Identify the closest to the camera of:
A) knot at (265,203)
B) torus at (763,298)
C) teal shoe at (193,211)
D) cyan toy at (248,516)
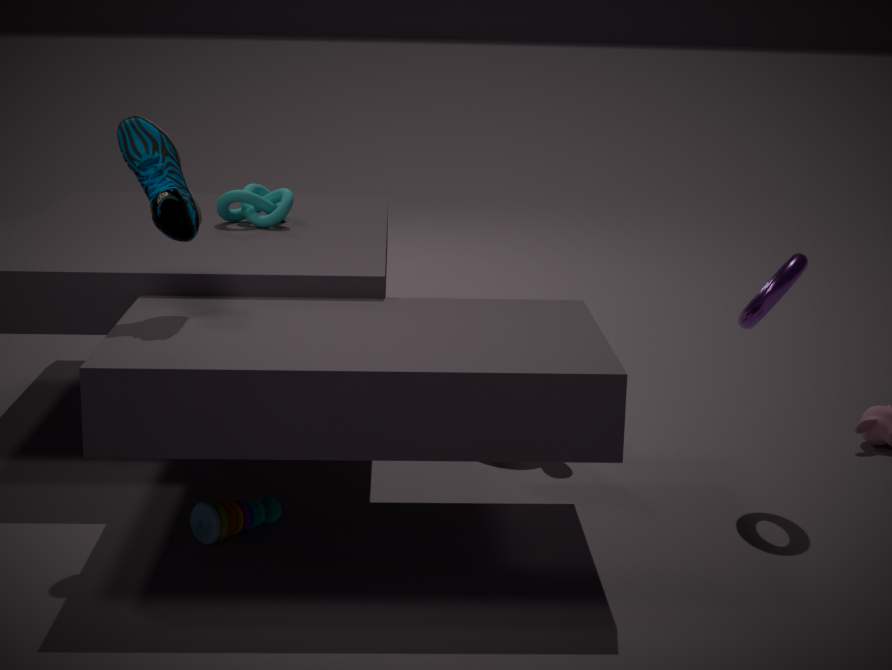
cyan toy at (248,516)
